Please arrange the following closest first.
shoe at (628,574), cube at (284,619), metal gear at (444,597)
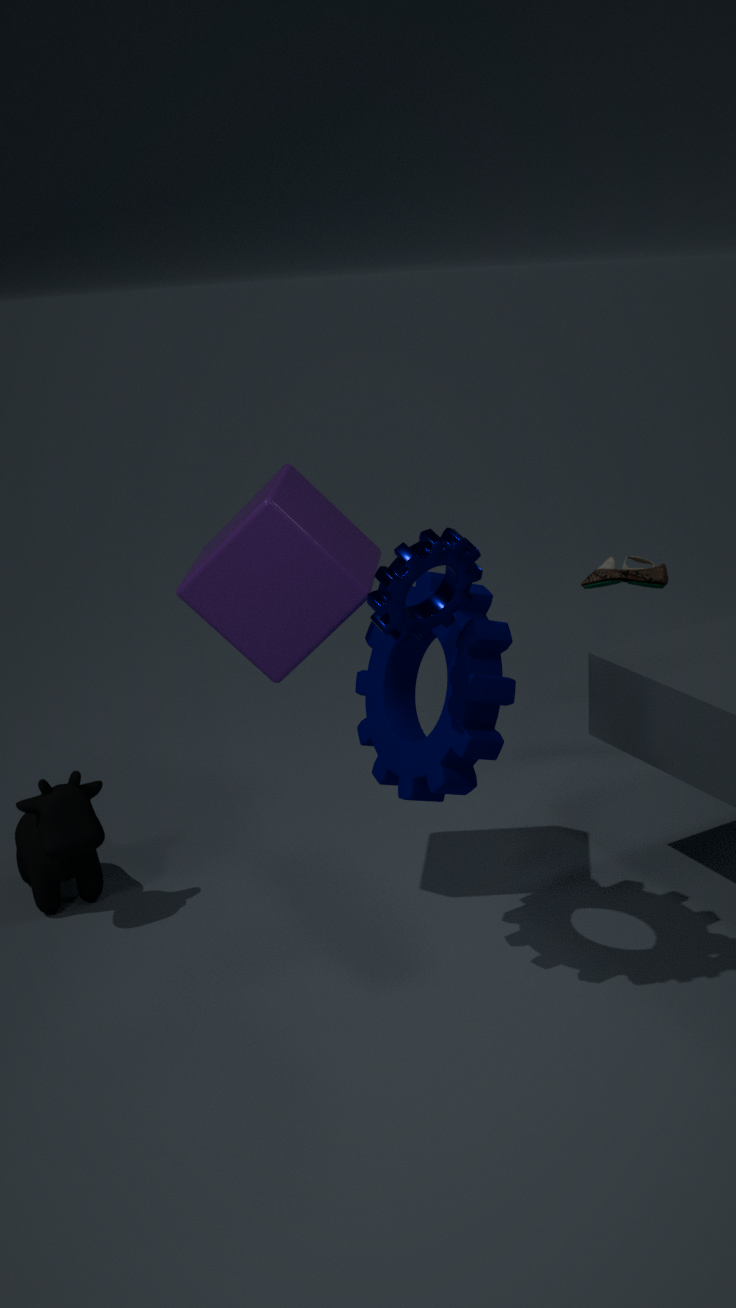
1. metal gear at (444,597)
2. cube at (284,619)
3. shoe at (628,574)
